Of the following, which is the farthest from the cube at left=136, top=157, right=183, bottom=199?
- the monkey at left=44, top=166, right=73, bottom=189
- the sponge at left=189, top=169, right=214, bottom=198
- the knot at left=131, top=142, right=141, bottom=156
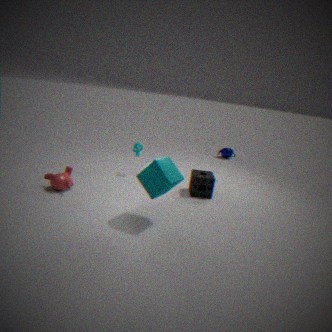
the knot at left=131, top=142, right=141, bottom=156
